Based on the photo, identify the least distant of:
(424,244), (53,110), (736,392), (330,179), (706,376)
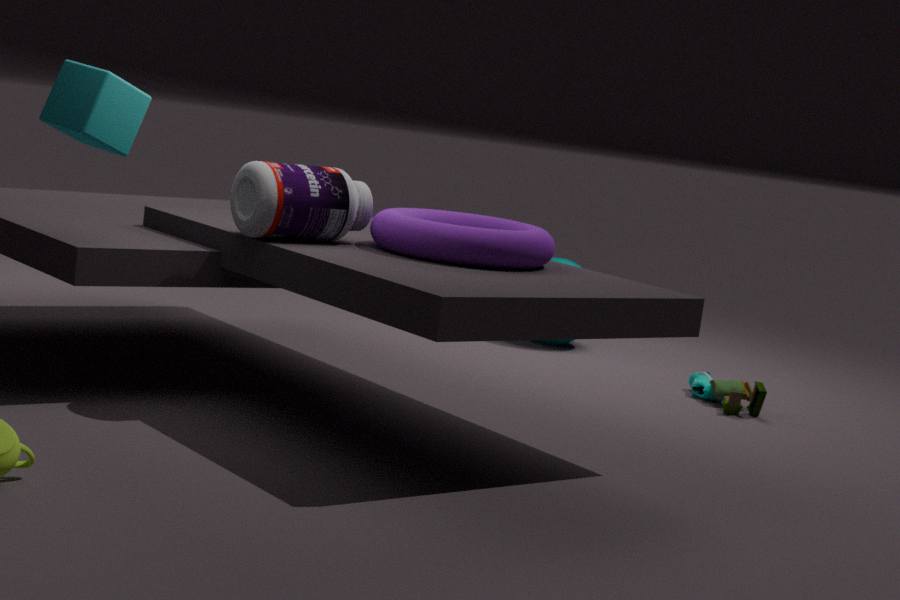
(53,110)
